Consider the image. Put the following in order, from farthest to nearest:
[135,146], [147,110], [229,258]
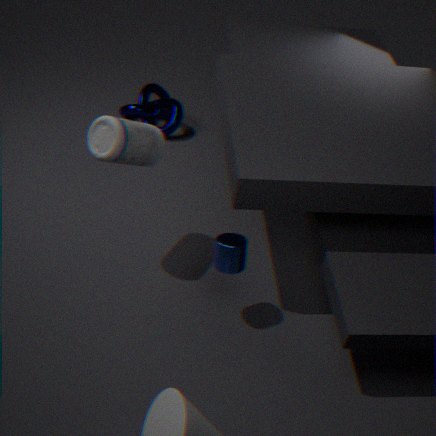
[147,110] → [135,146] → [229,258]
